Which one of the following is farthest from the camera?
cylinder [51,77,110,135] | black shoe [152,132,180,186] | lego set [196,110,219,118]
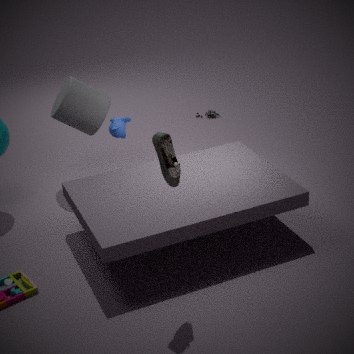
lego set [196,110,219,118]
